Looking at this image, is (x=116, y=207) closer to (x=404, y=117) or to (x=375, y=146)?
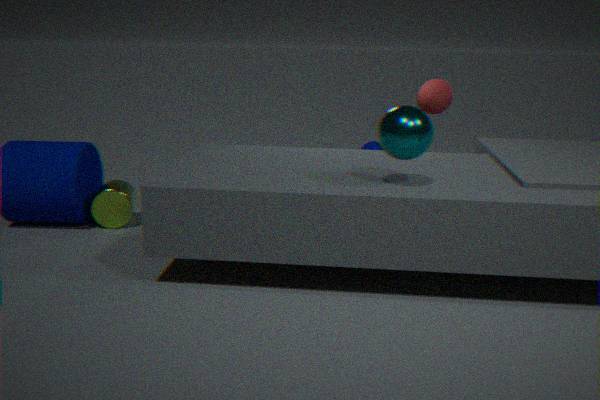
(x=404, y=117)
